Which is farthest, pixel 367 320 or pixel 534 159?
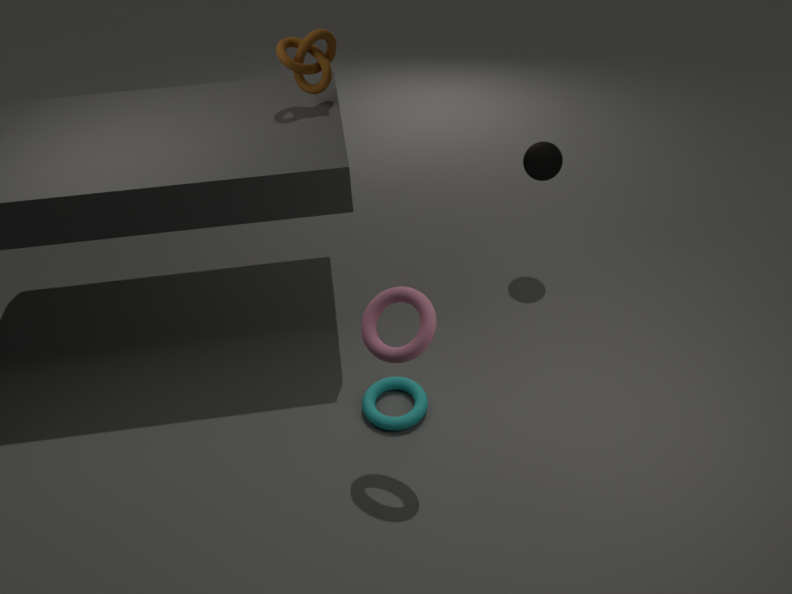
pixel 534 159
